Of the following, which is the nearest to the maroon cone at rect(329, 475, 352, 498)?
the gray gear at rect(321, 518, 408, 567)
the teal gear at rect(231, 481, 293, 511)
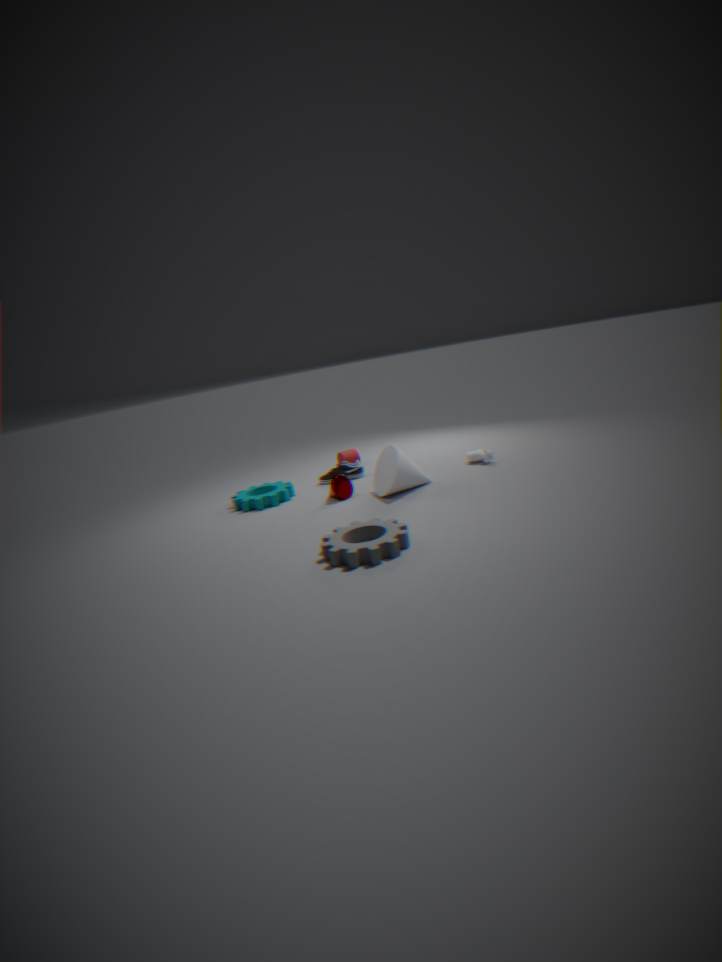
the teal gear at rect(231, 481, 293, 511)
